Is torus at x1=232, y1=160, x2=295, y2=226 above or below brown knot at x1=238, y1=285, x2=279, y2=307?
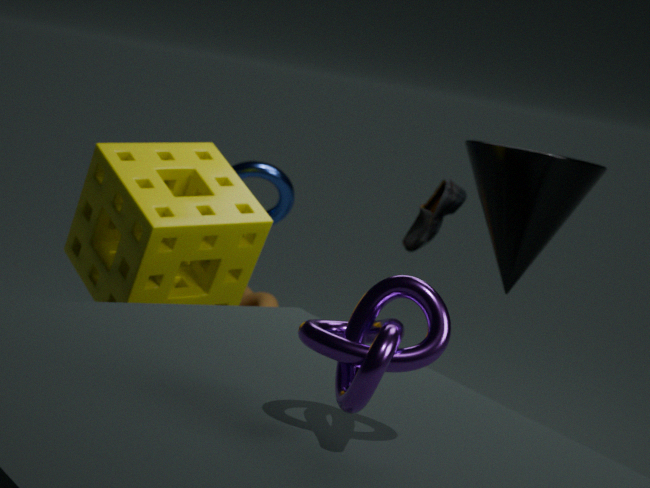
above
